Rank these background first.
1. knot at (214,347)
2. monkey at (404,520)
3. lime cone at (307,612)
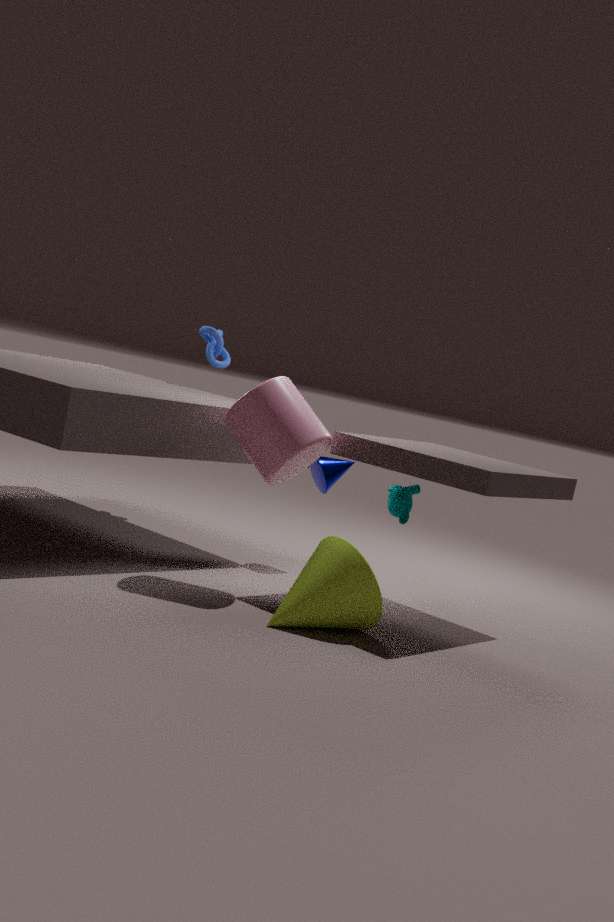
knot at (214,347) < monkey at (404,520) < lime cone at (307,612)
